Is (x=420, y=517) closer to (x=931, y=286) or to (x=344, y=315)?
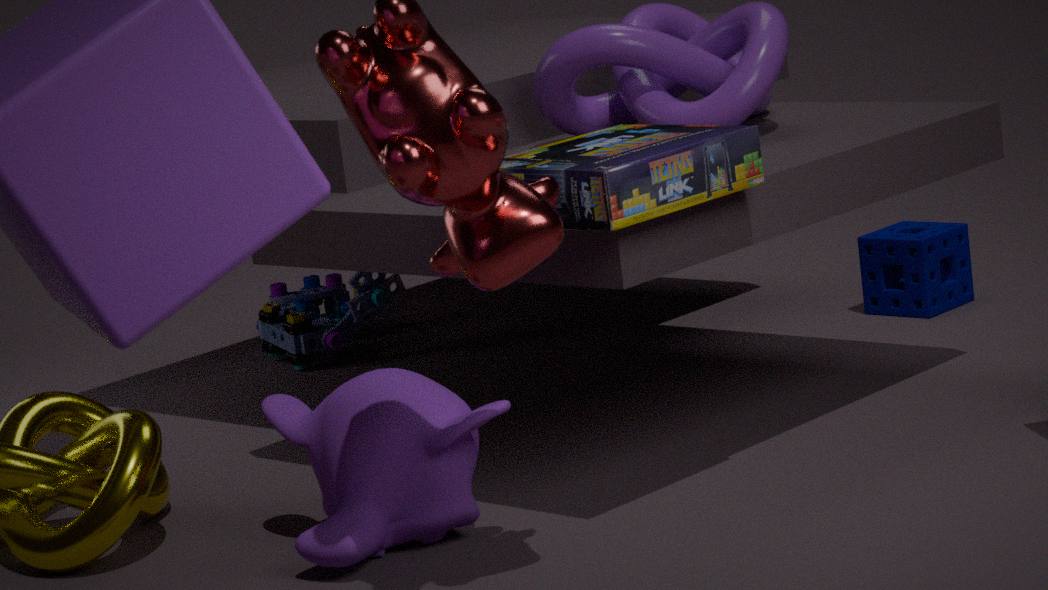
(x=344, y=315)
